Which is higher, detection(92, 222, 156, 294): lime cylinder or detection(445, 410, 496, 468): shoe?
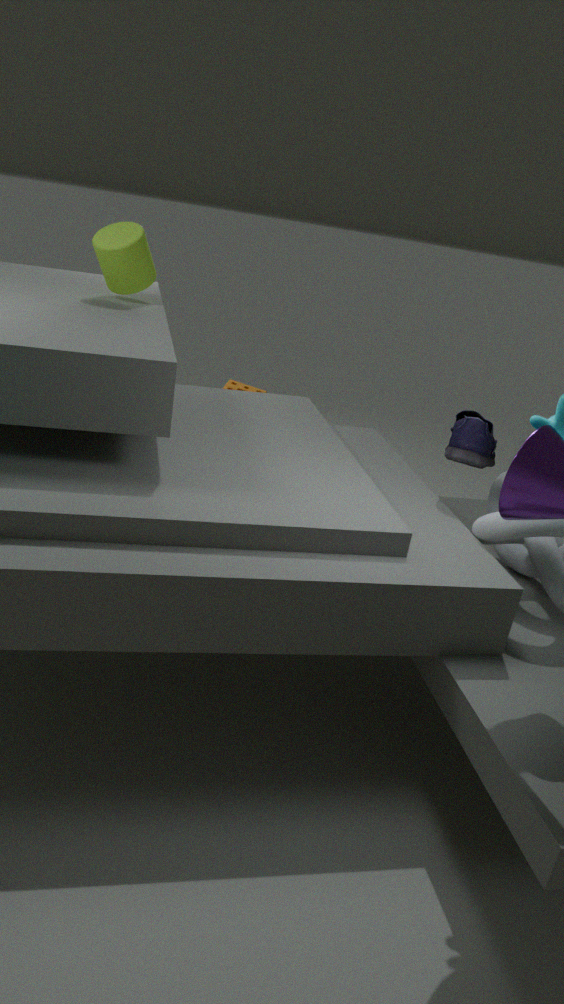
detection(92, 222, 156, 294): lime cylinder
